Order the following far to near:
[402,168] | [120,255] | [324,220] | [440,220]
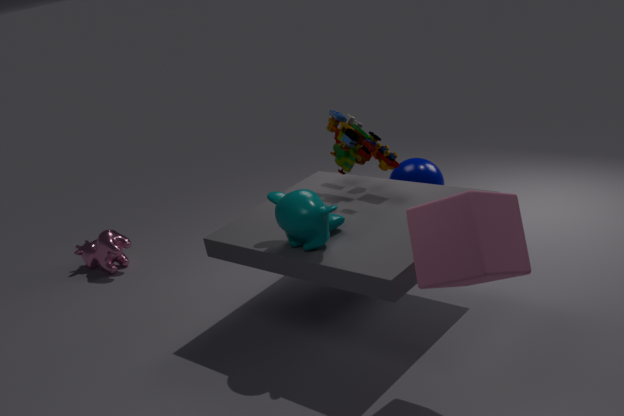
1. [120,255]
2. [402,168]
3. [324,220]
4. [440,220]
